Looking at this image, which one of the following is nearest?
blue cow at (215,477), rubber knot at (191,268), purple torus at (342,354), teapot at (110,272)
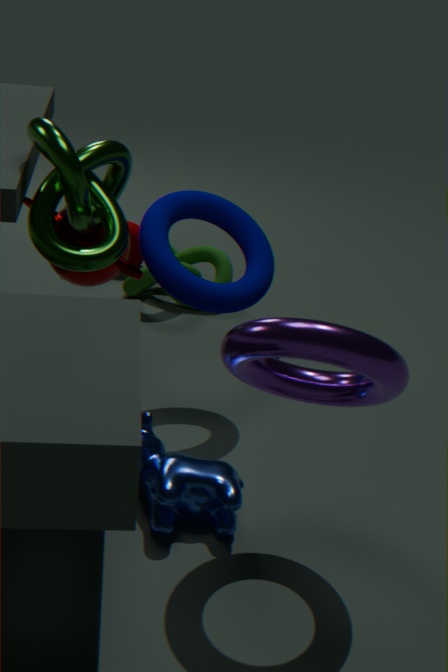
purple torus at (342,354)
